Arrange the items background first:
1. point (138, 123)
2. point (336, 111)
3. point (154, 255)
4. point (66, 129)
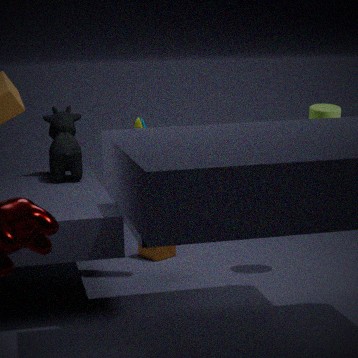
point (154, 255) < point (66, 129) < point (138, 123) < point (336, 111)
